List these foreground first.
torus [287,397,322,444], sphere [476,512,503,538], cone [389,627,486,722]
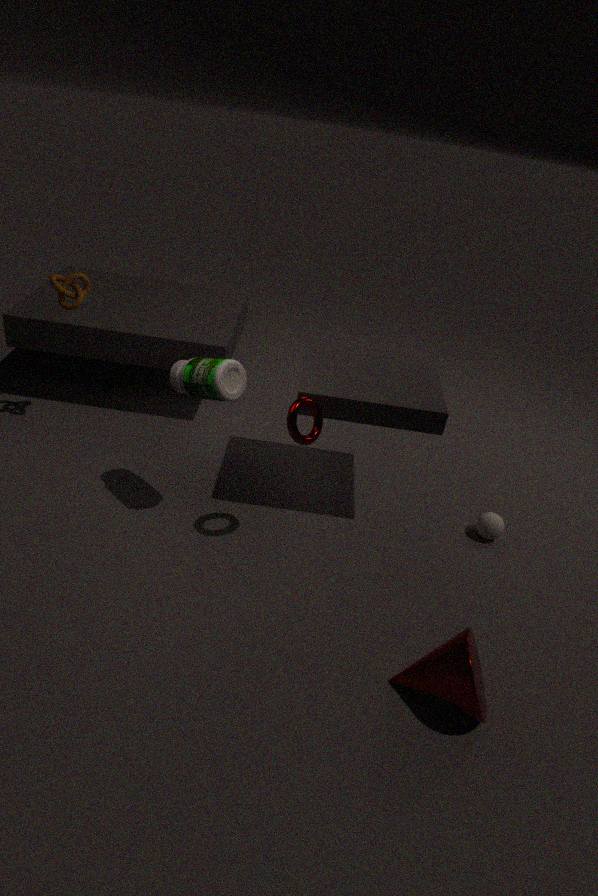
cone [389,627,486,722], torus [287,397,322,444], sphere [476,512,503,538]
